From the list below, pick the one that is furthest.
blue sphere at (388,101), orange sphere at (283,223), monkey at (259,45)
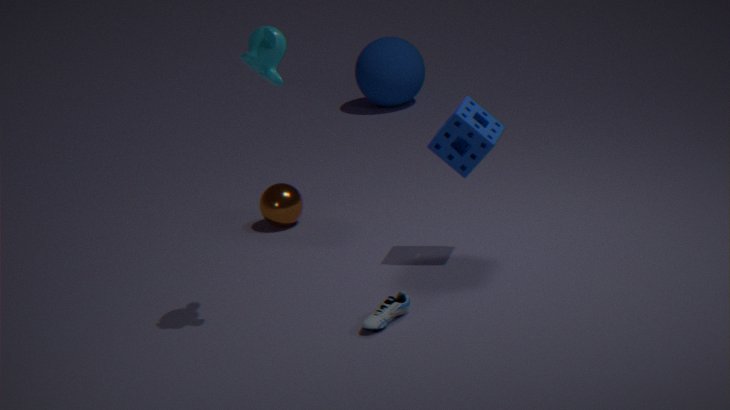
blue sphere at (388,101)
